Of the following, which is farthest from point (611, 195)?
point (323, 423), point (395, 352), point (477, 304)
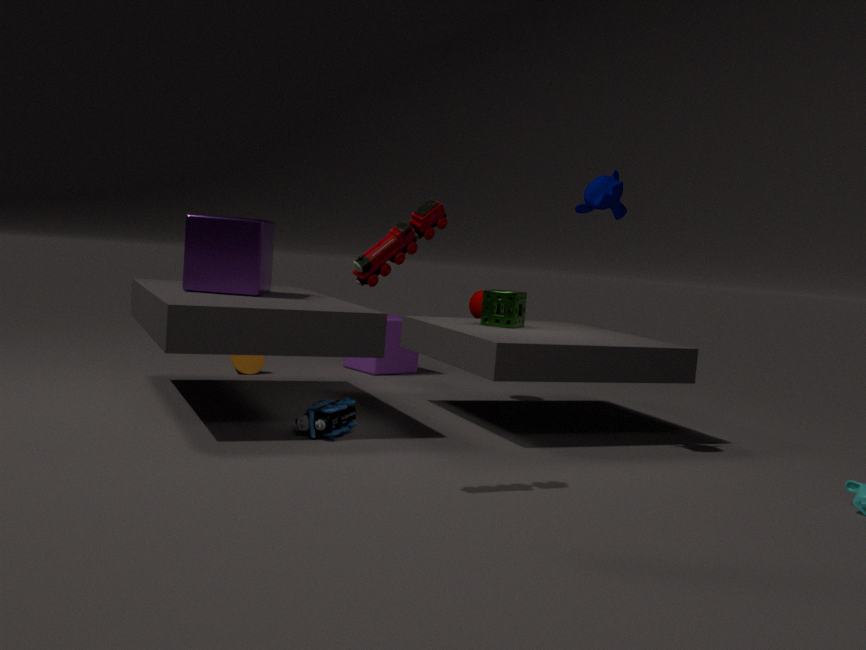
point (395, 352)
